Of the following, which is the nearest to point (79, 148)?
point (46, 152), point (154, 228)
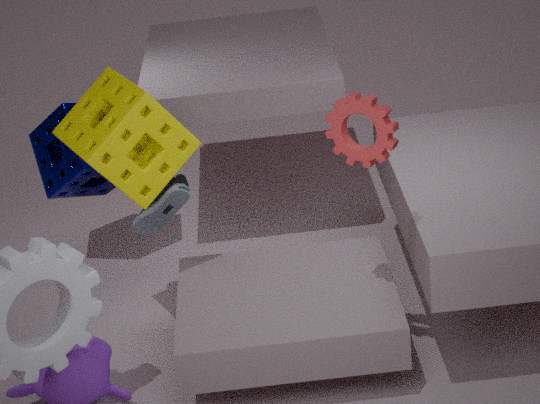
point (154, 228)
